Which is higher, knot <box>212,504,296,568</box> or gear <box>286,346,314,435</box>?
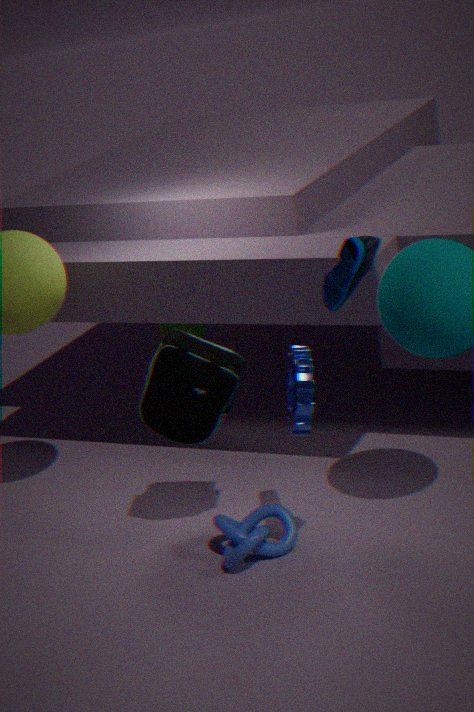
gear <box>286,346,314,435</box>
